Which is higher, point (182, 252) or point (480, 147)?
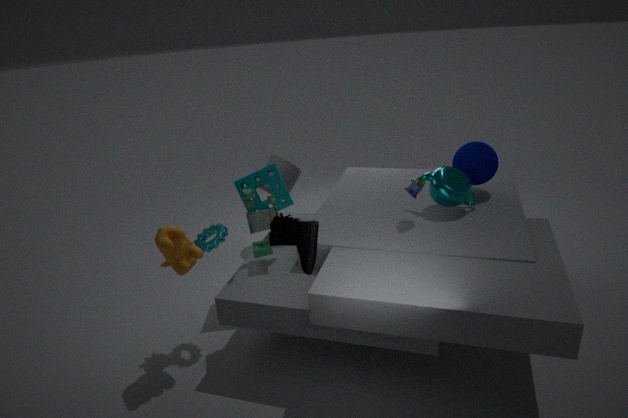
point (480, 147)
